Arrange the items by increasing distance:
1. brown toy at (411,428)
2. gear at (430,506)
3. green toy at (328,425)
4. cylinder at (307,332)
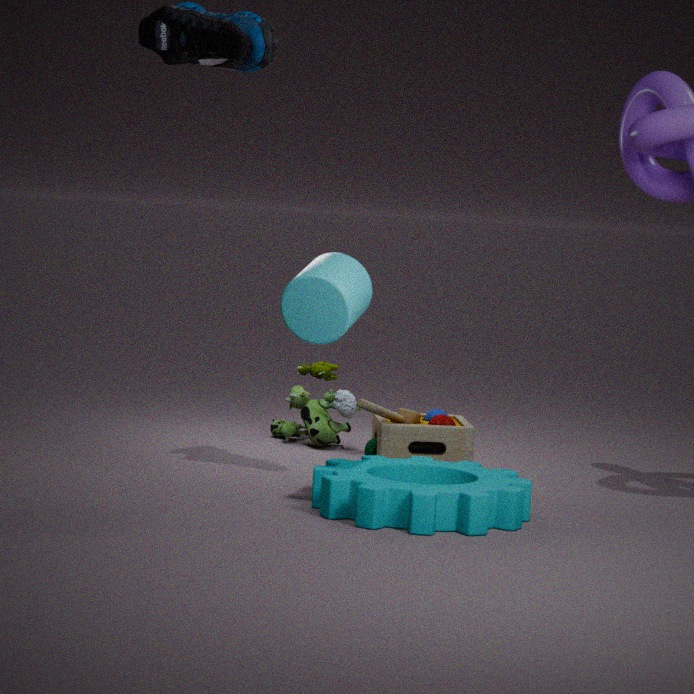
cylinder at (307,332) < gear at (430,506) < brown toy at (411,428) < green toy at (328,425)
